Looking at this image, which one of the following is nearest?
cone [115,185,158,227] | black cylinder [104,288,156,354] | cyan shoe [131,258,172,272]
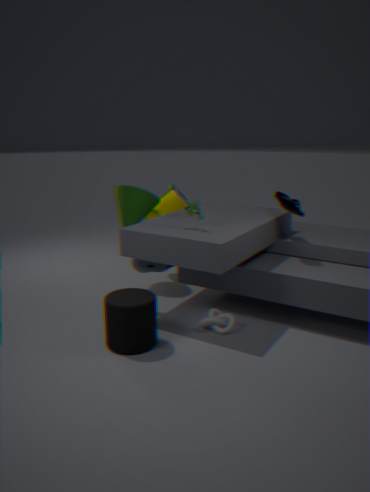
black cylinder [104,288,156,354]
